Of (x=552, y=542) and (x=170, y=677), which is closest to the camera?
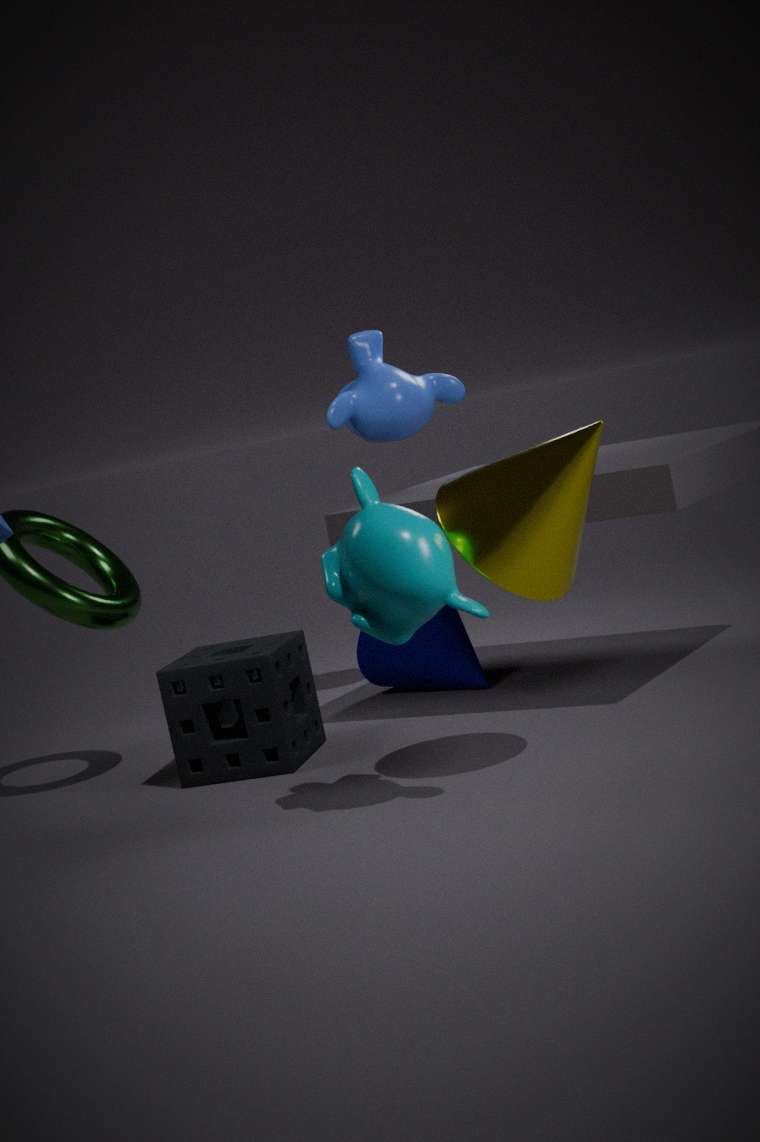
(x=552, y=542)
